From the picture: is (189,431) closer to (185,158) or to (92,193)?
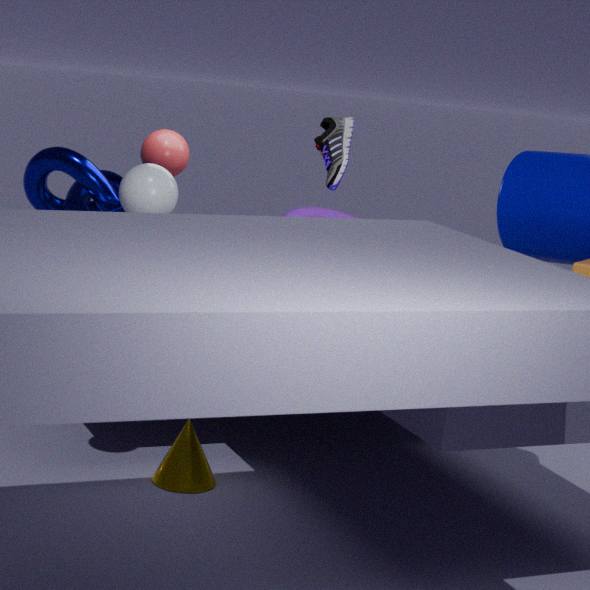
(92,193)
